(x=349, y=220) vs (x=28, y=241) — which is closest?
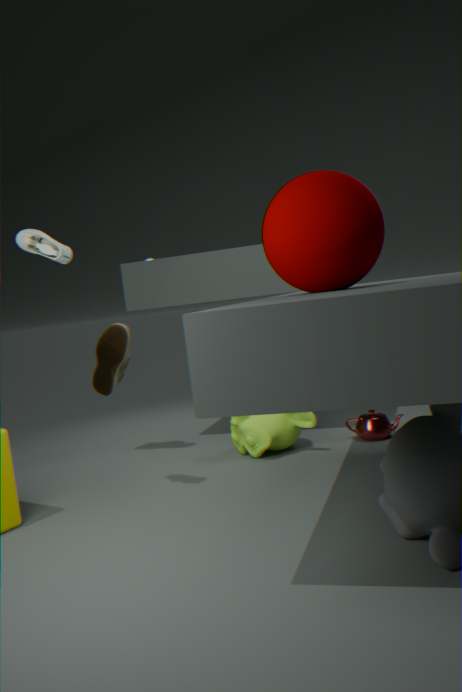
(x=349, y=220)
